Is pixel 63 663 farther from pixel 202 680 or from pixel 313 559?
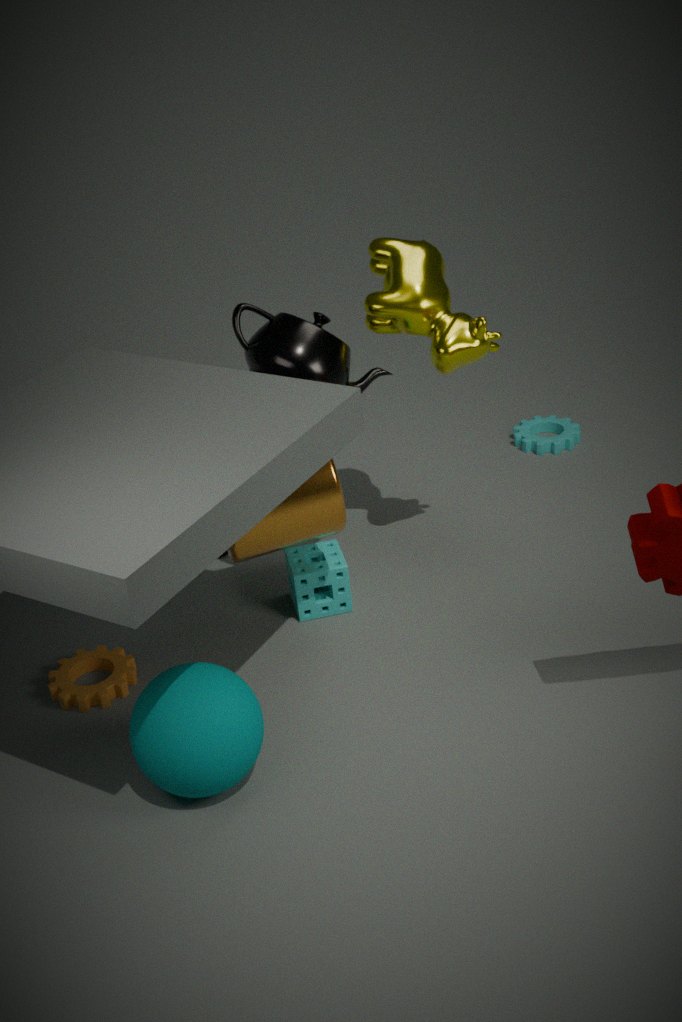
pixel 313 559
